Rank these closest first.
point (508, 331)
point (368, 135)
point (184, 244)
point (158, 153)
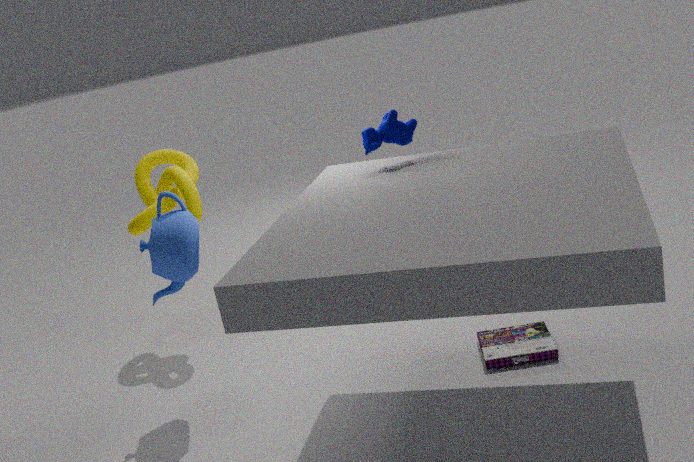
point (368, 135) → point (184, 244) → point (508, 331) → point (158, 153)
